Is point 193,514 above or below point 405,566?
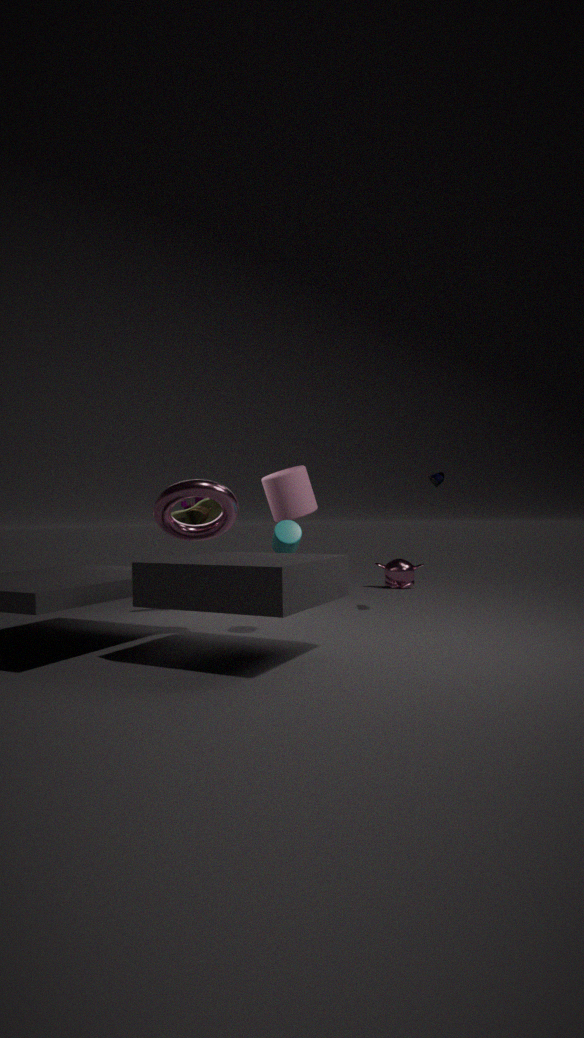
above
